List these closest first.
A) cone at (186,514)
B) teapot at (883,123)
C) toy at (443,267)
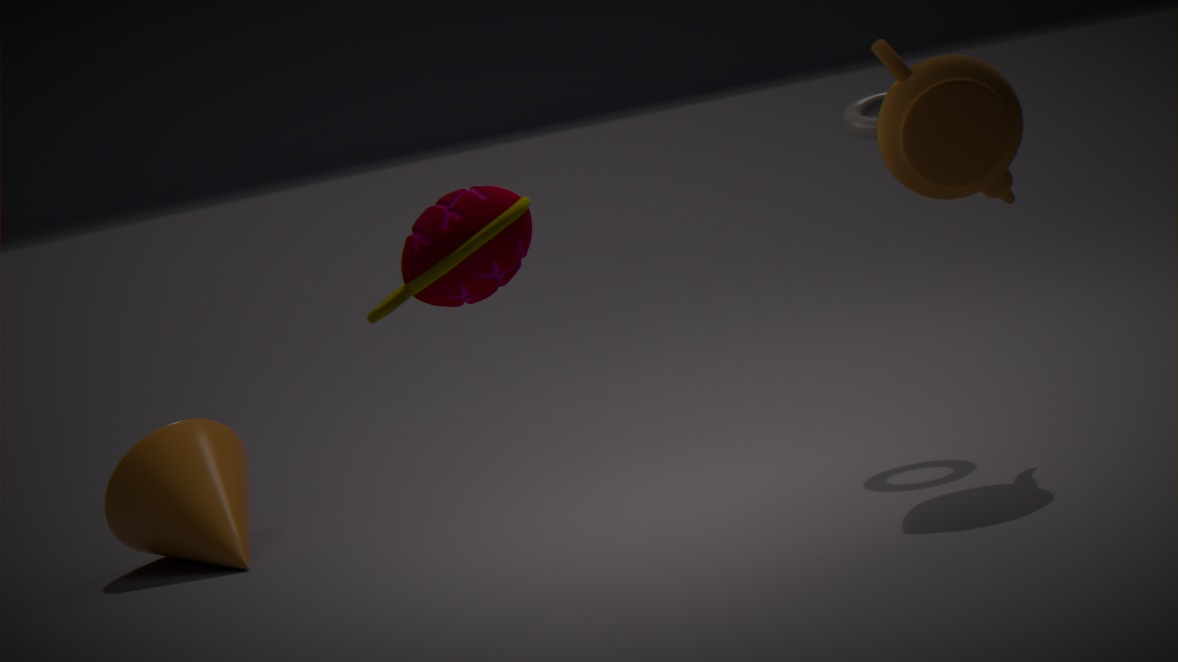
1. toy at (443,267)
2. teapot at (883,123)
3. cone at (186,514)
